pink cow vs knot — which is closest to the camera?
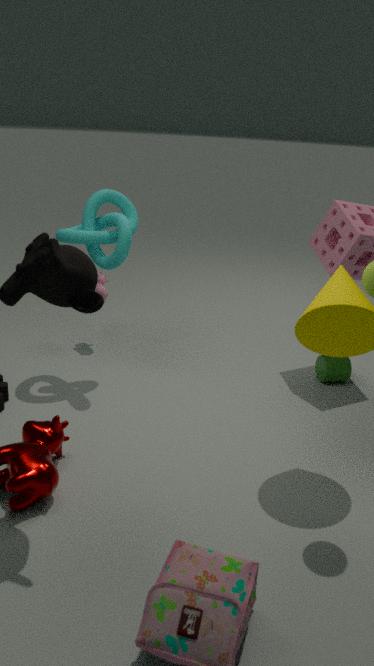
knot
